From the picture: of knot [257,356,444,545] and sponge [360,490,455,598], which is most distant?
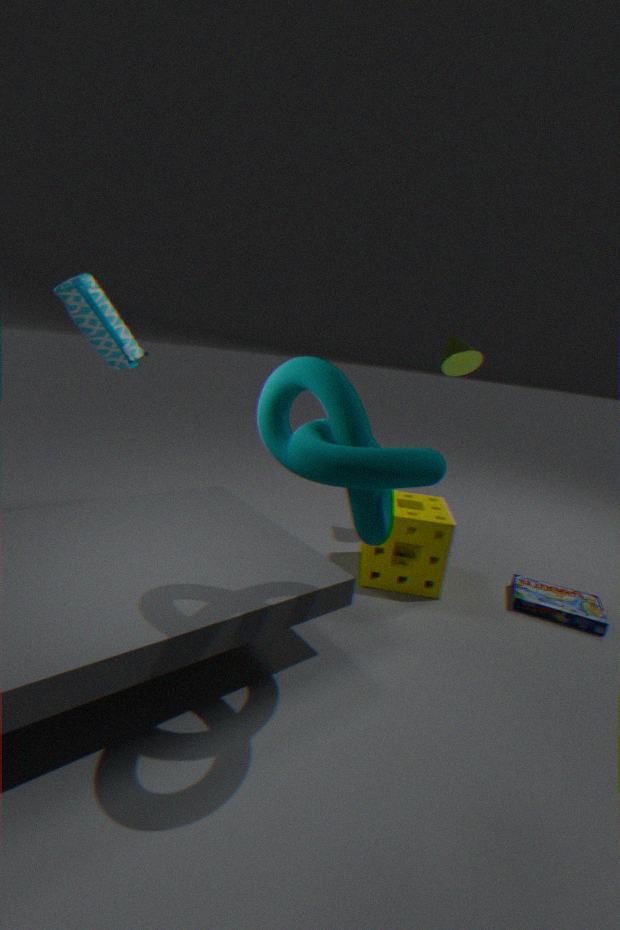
Result: sponge [360,490,455,598]
